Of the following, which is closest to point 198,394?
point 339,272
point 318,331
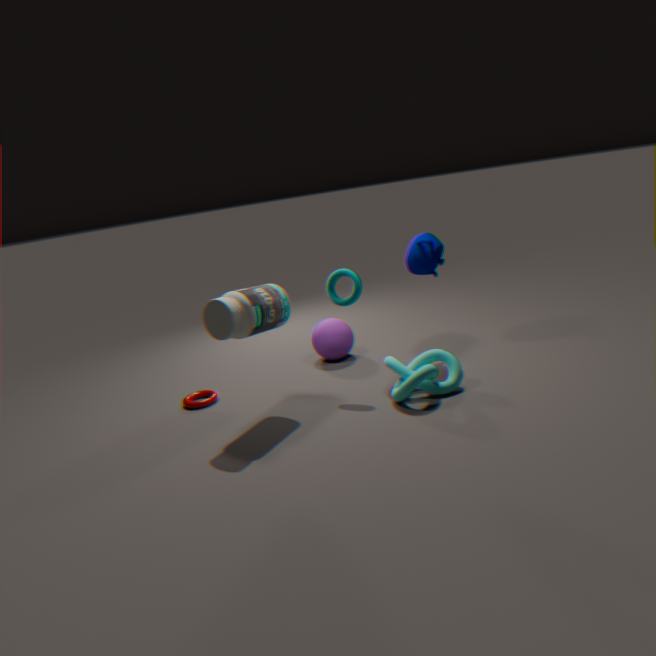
point 318,331
